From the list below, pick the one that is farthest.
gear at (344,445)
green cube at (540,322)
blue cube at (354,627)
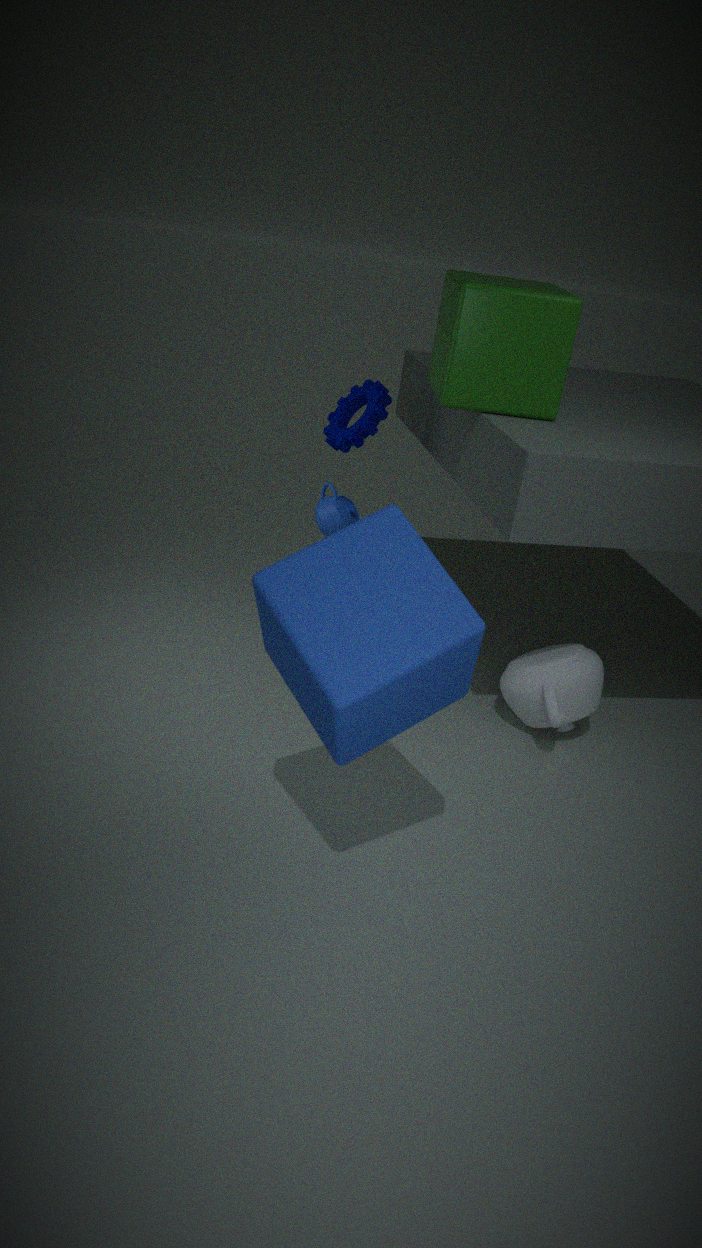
gear at (344,445)
